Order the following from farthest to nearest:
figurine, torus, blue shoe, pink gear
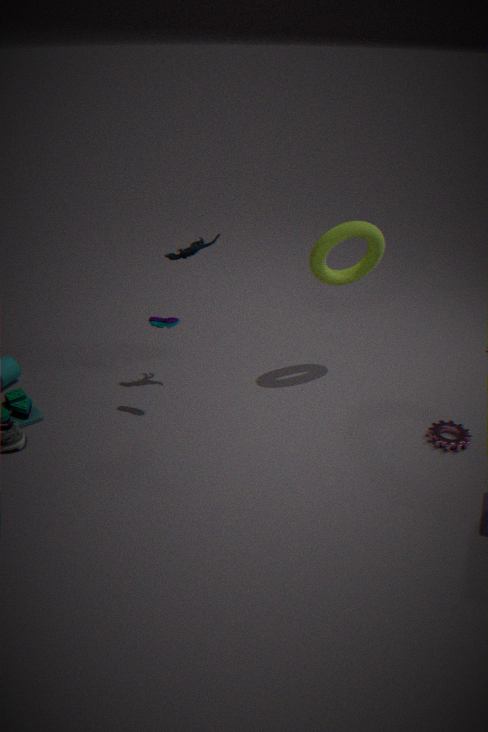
figurine < torus < blue shoe < pink gear
